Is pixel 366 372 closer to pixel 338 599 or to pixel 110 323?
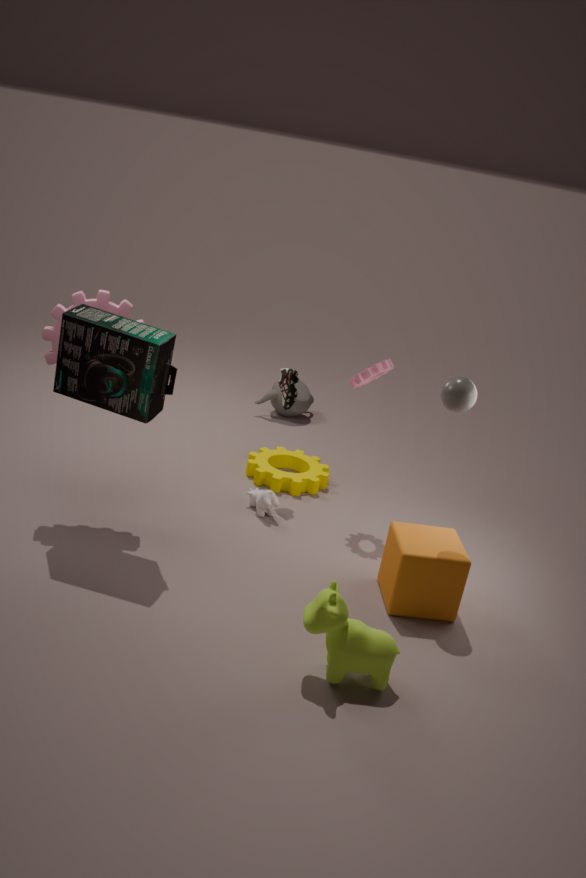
pixel 110 323
